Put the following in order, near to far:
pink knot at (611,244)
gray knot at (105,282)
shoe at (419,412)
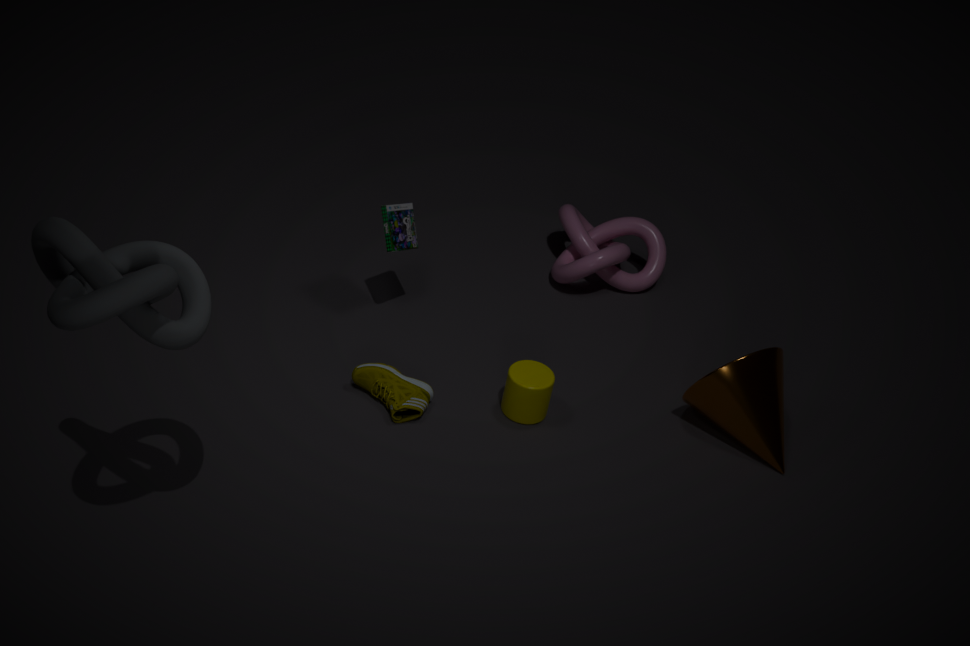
gray knot at (105,282) < shoe at (419,412) < pink knot at (611,244)
